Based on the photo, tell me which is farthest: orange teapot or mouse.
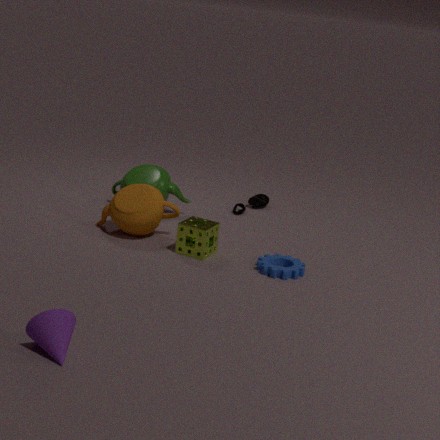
mouse
